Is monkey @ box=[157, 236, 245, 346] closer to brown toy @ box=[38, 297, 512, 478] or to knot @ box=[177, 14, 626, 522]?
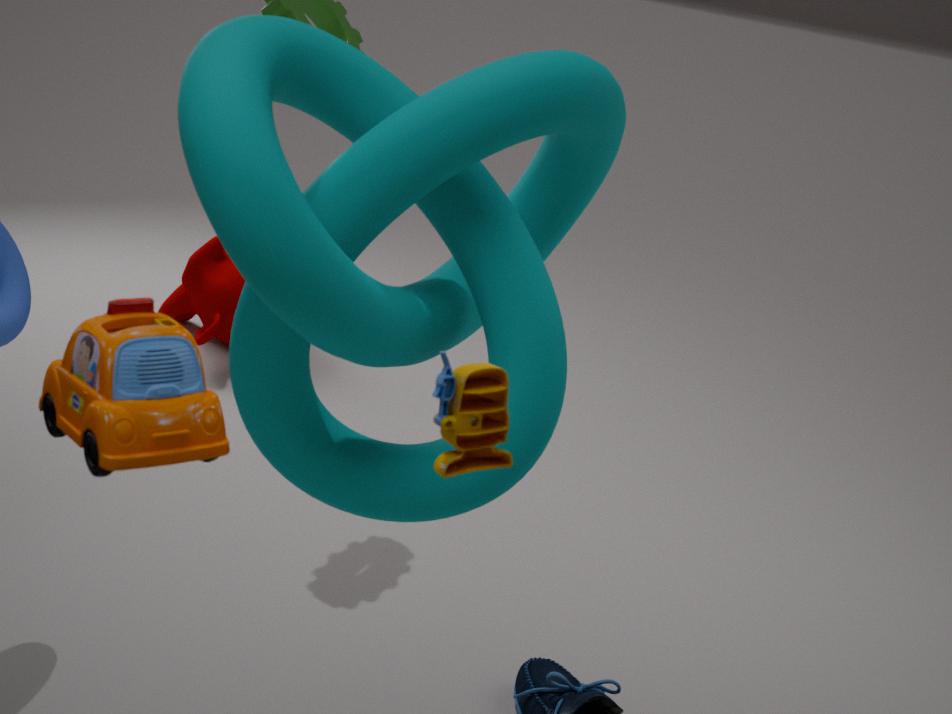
knot @ box=[177, 14, 626, 522]
